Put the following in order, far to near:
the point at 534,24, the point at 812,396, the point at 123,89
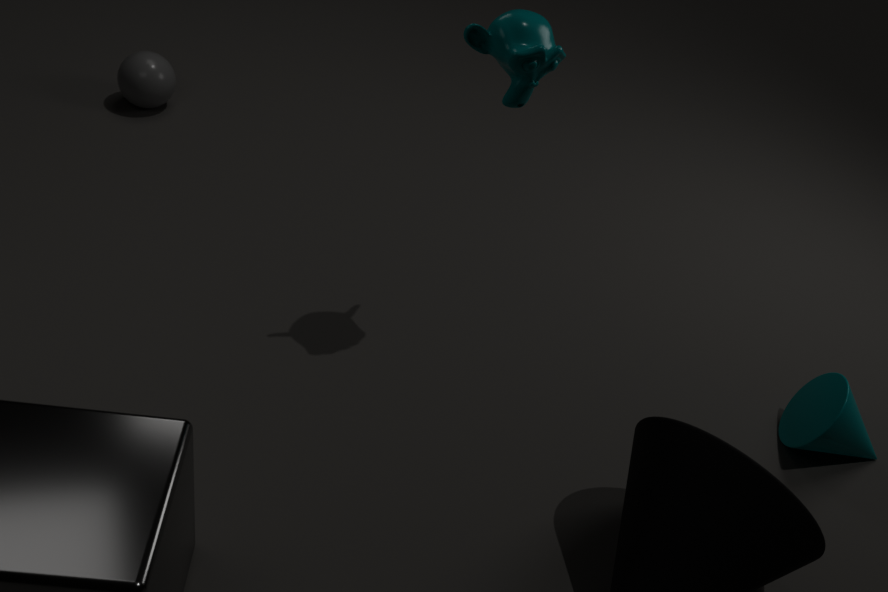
the point at 123,89 < the point at 812,396 < the point at 534,24
